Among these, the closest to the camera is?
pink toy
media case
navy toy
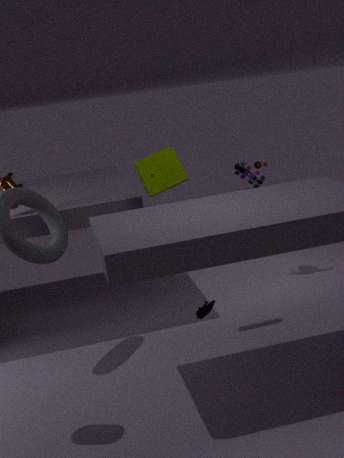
navy toy
